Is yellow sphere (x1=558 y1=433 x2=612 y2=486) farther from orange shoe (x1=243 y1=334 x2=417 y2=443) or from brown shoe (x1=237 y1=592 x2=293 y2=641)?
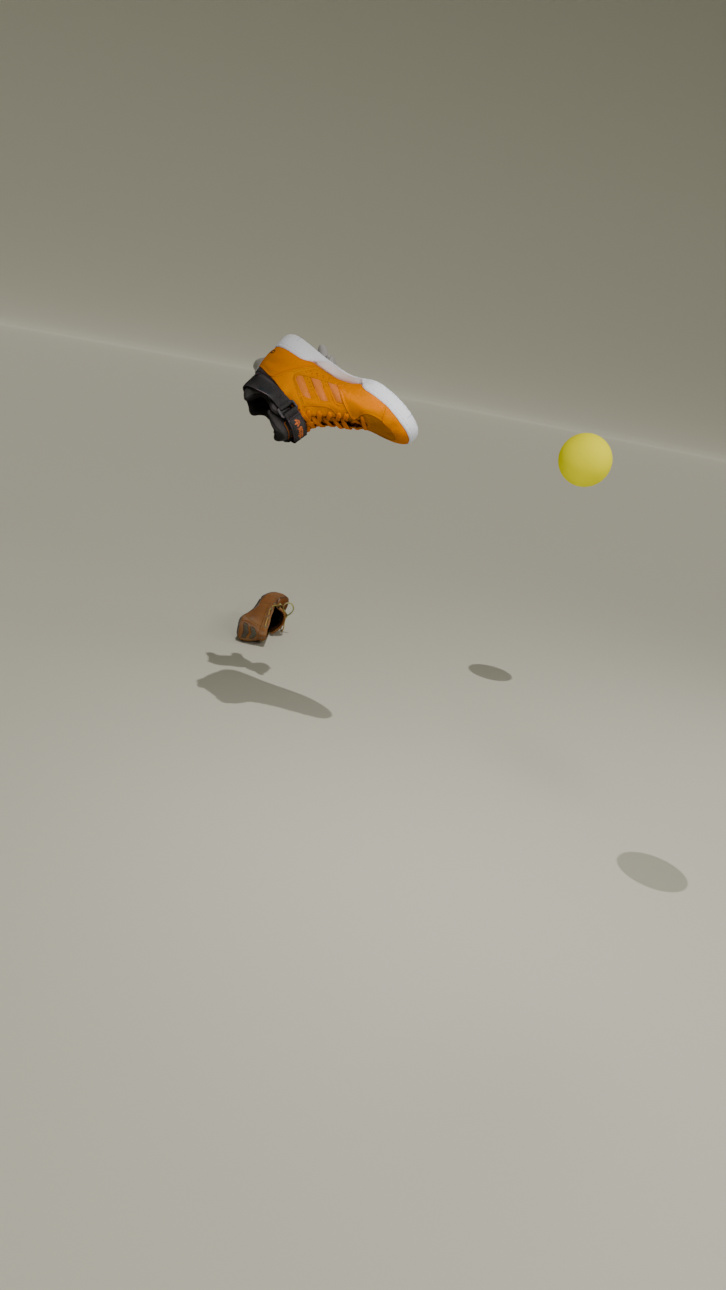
brown shoe (x1=237 y1=592 x2=293 y2=641)
